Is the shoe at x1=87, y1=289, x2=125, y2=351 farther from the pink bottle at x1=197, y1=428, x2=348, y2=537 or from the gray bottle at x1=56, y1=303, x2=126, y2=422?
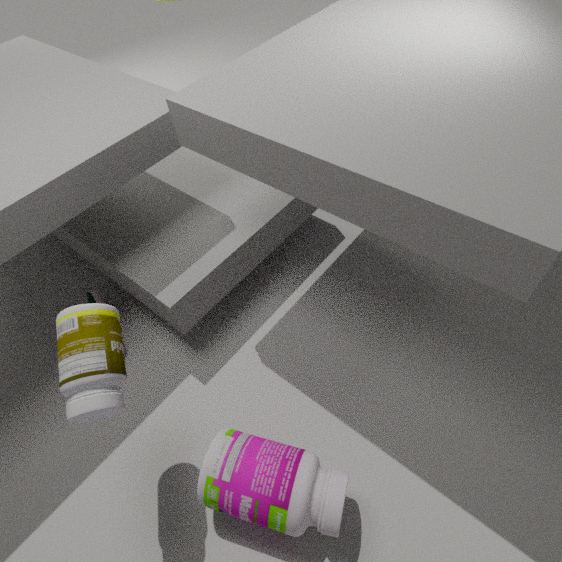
the pink bottle at x1=197, y1=428, x2=348, y2=537
